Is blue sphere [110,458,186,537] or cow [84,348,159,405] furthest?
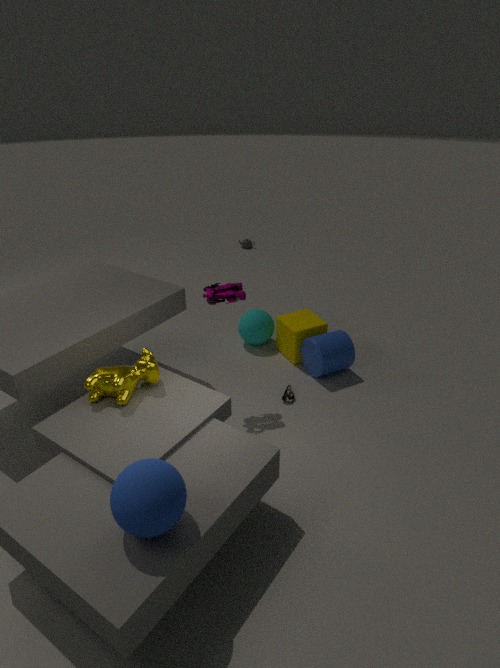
cow [84,348,159,405]
